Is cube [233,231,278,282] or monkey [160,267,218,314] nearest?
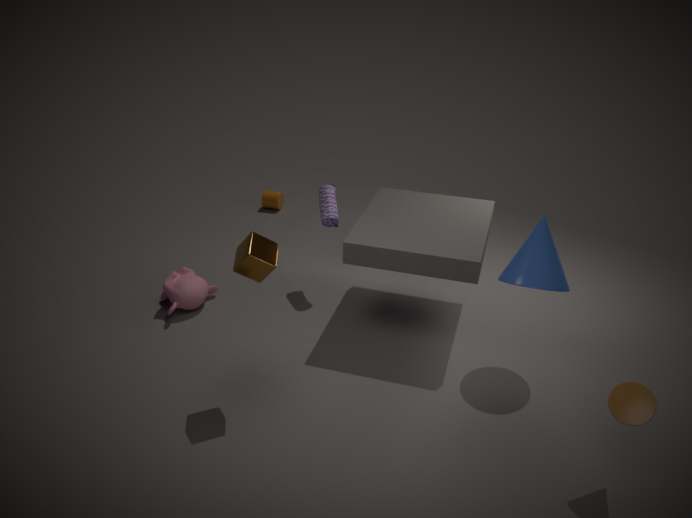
cube [233,231,278,282]
